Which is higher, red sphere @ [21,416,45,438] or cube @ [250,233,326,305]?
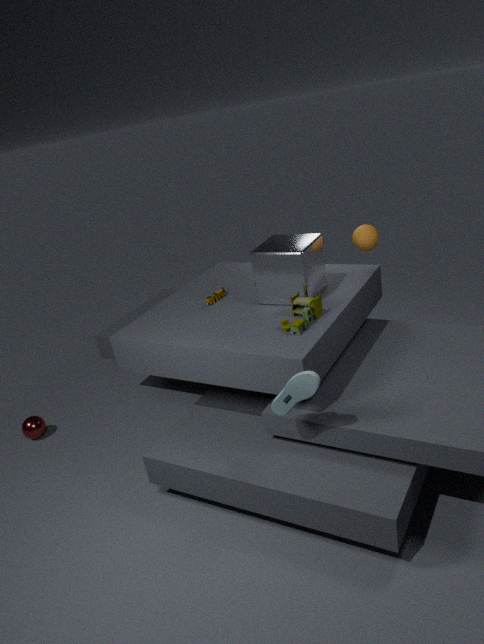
cube @ [250,233,326,305]
